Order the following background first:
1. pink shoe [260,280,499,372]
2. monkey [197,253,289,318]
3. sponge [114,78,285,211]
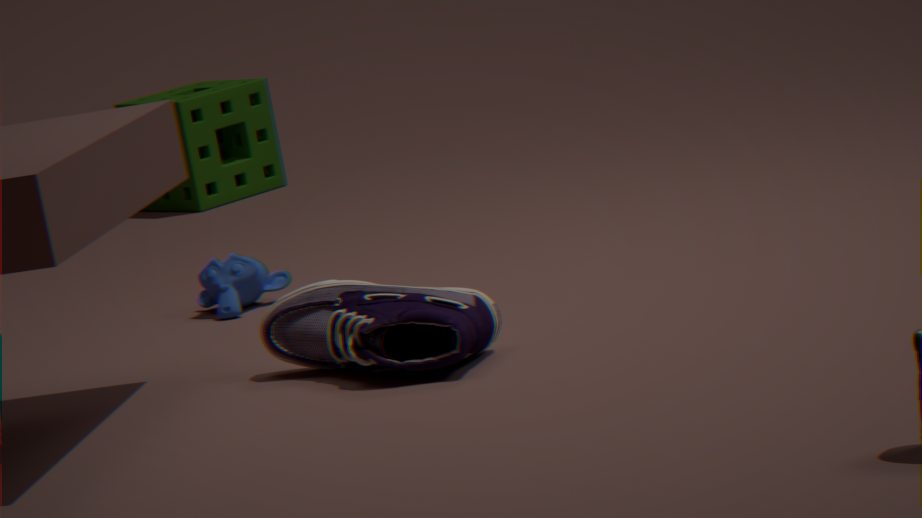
1. sponge [114,78,285,211]
2. monkey [197,253,289,318]
3. pink shoe [260,280,499,372]
